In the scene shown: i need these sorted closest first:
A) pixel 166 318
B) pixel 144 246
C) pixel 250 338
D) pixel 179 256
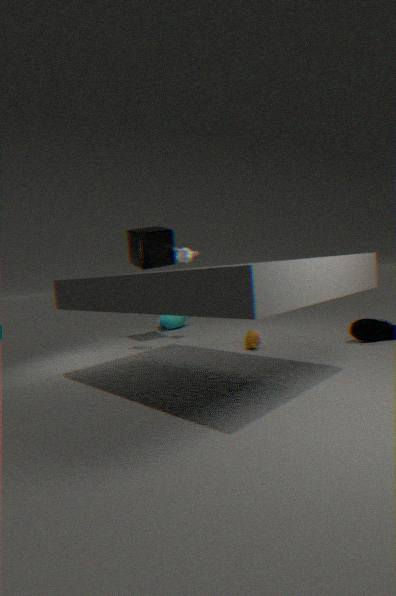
C. pixel 250 338 < B. pixel 144 246 < D. pixel 179 256 < A. pixel 166 318
